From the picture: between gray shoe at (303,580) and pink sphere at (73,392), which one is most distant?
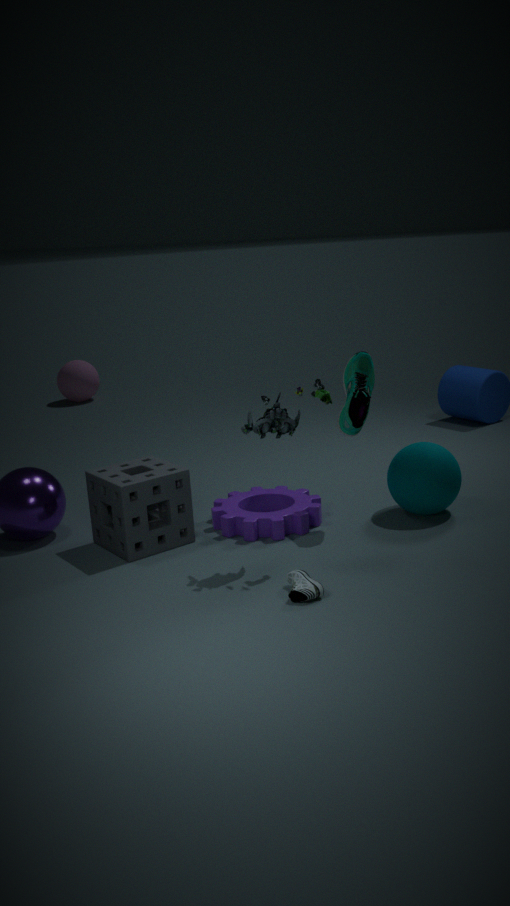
pink sphere at (73,392)
